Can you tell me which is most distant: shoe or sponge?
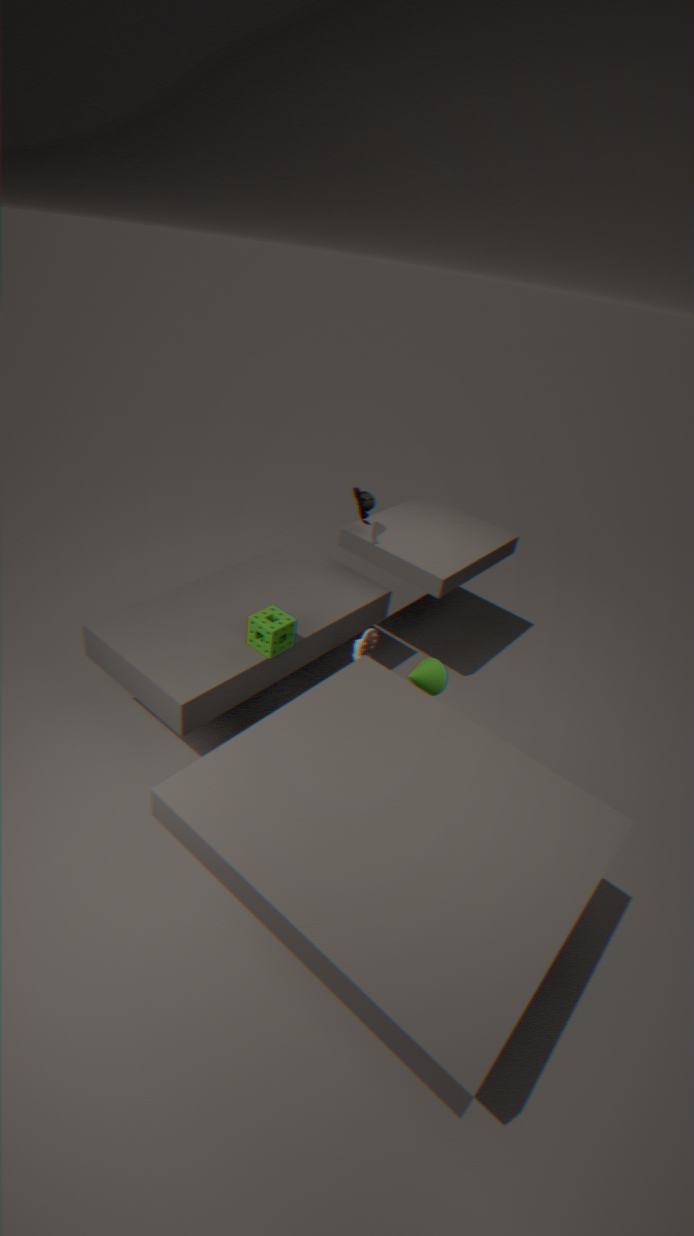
shoe
